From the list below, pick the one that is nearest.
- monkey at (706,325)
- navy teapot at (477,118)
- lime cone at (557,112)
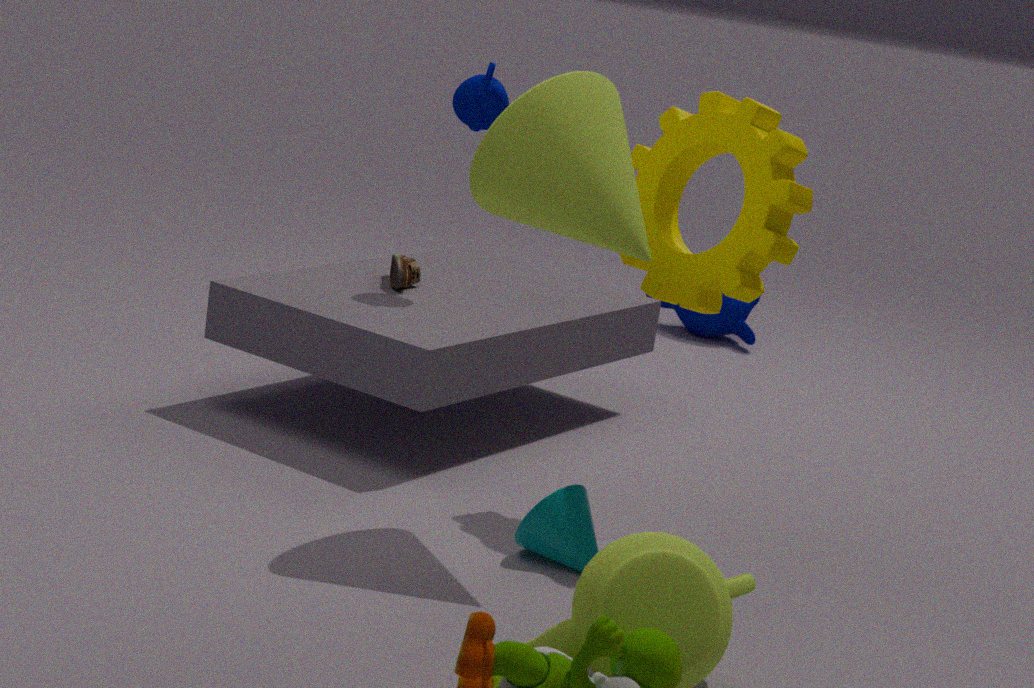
lime cone at (557,112)
